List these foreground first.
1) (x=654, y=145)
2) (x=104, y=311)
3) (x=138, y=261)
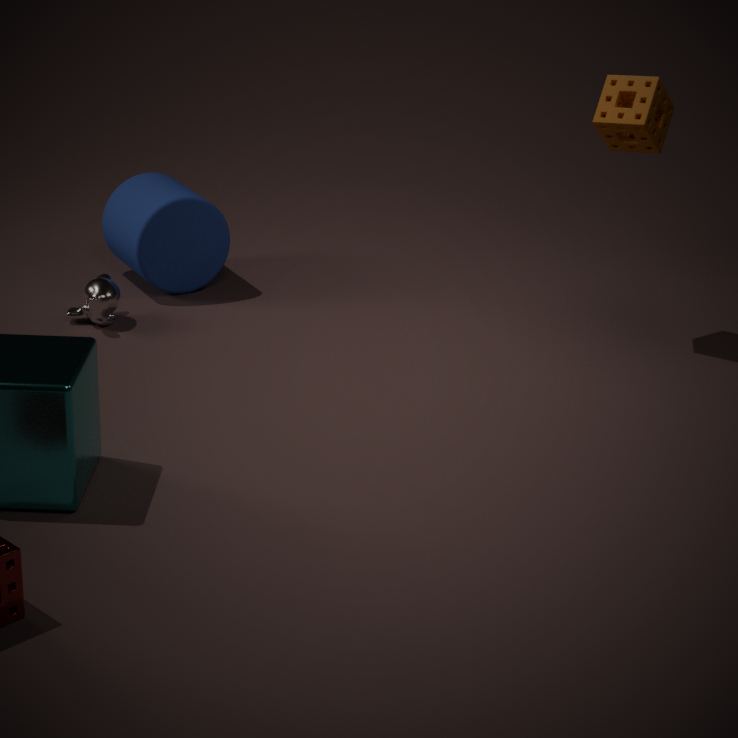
1. (x=654, y=145) → 2. (x=104, y=311) → 3. (x=138, y=261)
